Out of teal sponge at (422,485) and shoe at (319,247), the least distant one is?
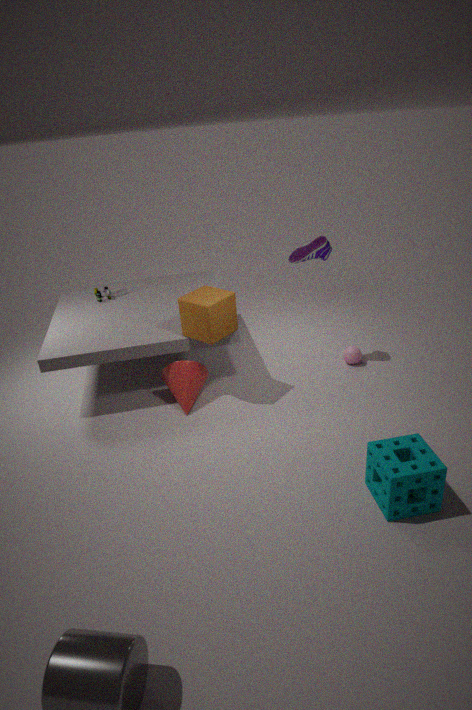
teal sponge at (422,485)
